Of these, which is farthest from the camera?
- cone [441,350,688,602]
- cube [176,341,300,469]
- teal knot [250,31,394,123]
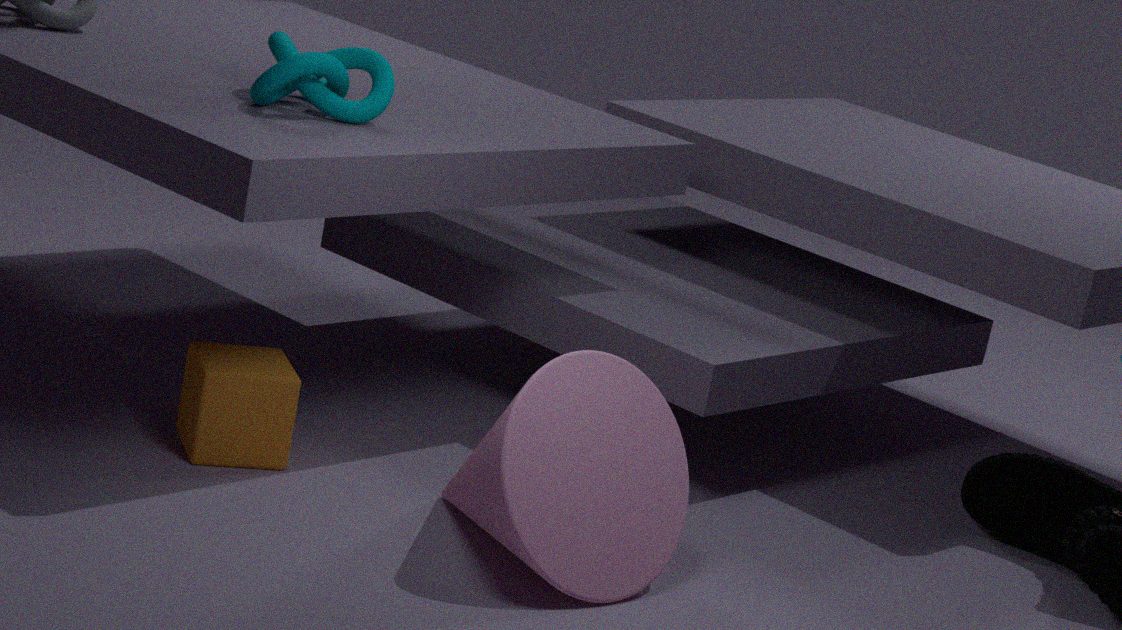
cube [176,341,300,469]
